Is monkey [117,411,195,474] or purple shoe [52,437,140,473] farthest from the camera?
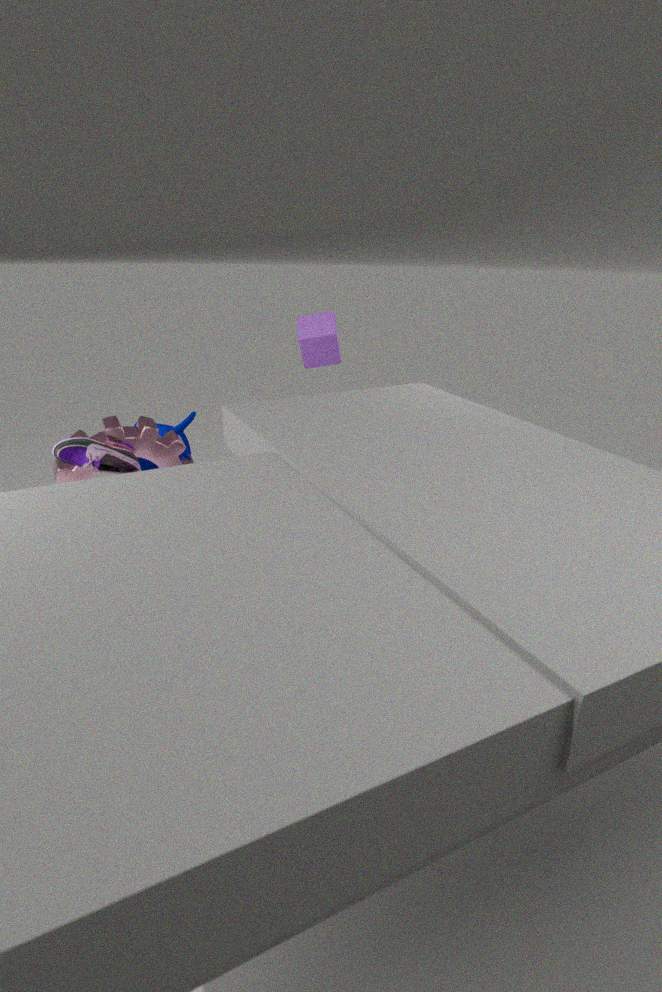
monkey [117,411,195,474]
